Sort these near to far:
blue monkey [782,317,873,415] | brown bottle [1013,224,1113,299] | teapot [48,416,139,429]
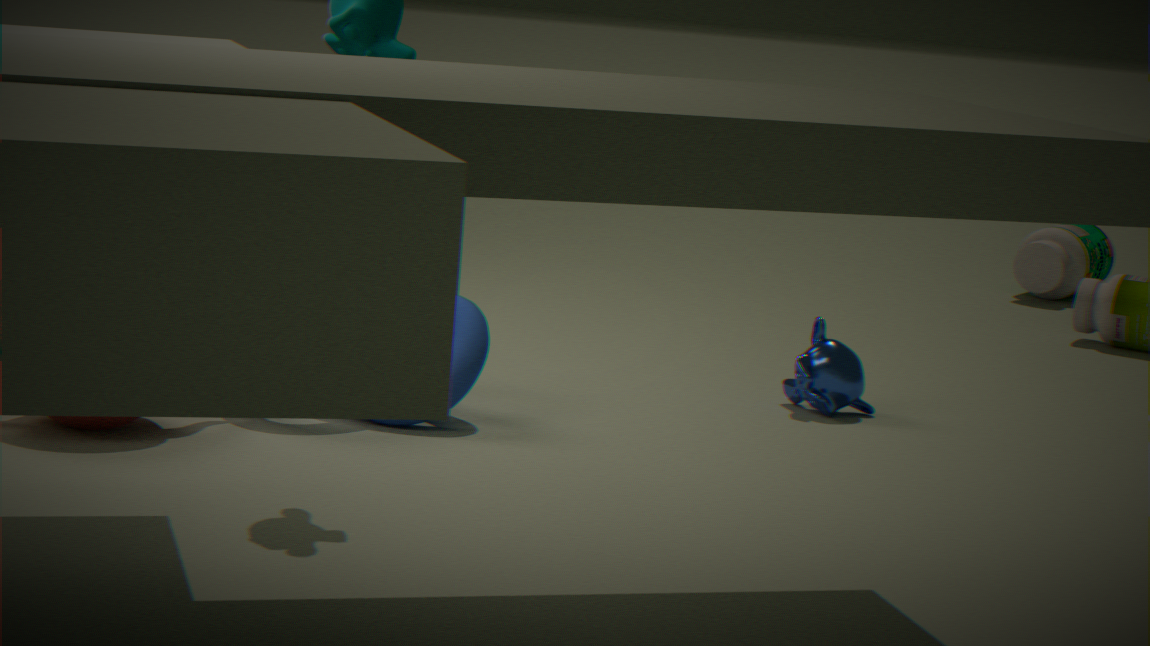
teapot [48,416,139,429], blue monkey [782,317,873,415], brown bottle [1013,224,1113,299]
